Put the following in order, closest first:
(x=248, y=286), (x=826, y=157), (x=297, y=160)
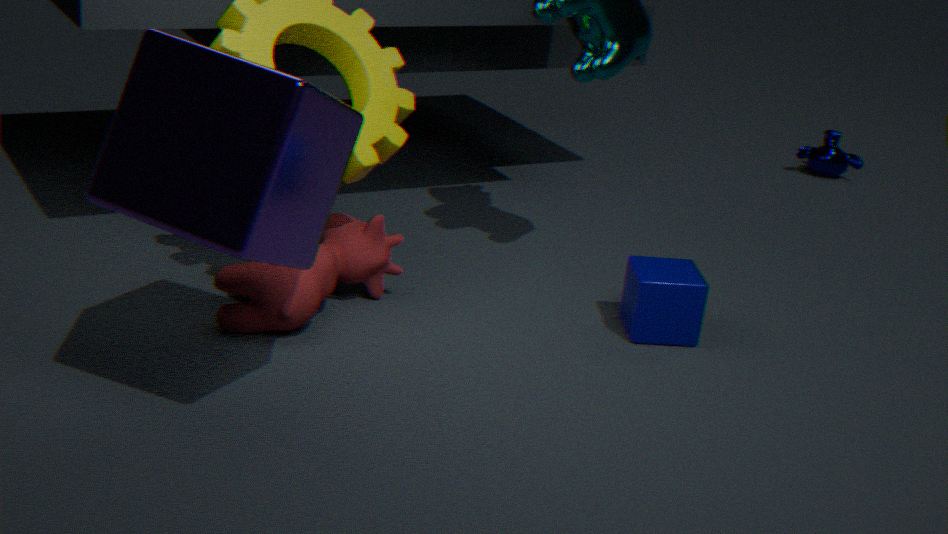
(x=297, y=160) < (x=248, y=286) < (x=826, y=157)
